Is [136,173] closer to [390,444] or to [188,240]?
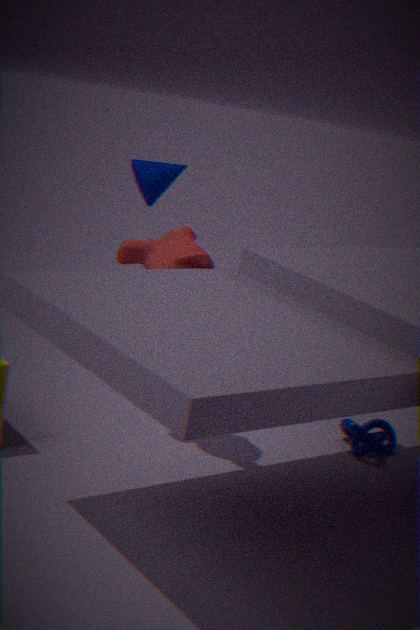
[188,240]
